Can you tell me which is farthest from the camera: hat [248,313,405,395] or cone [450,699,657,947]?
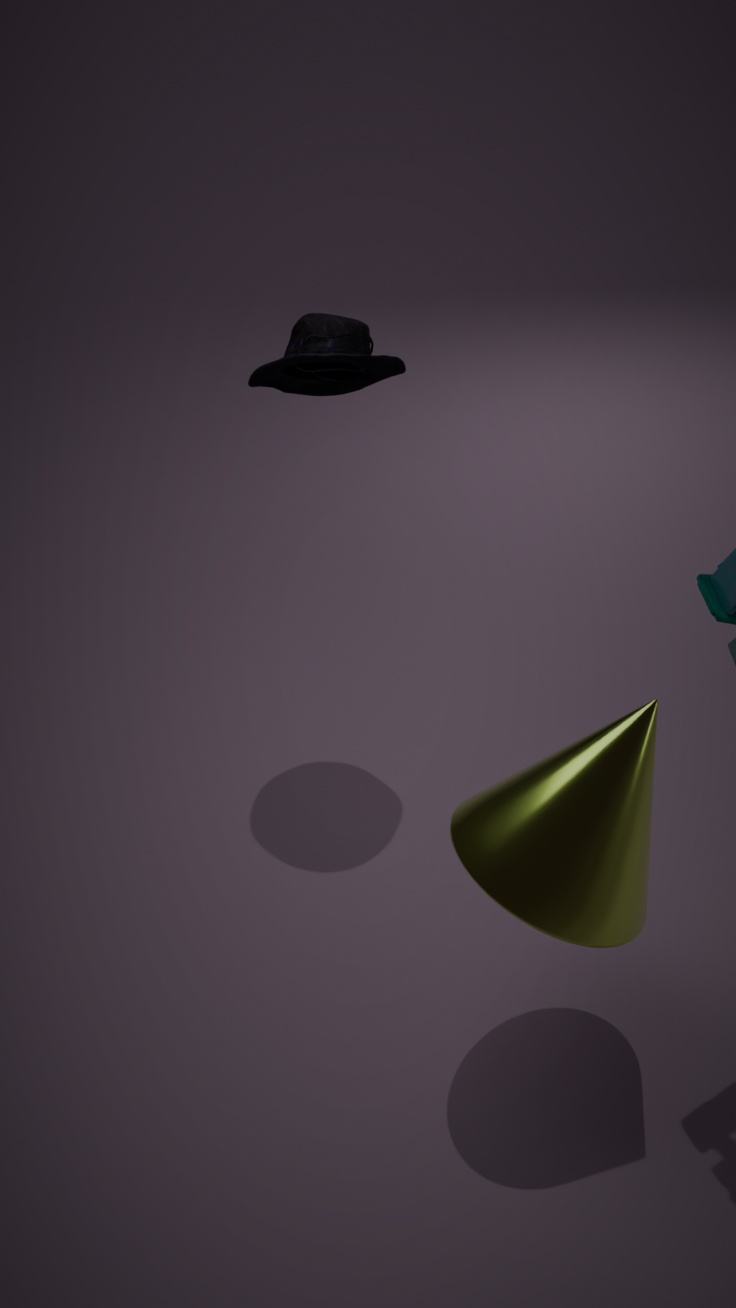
hat [248,313,405,395]
